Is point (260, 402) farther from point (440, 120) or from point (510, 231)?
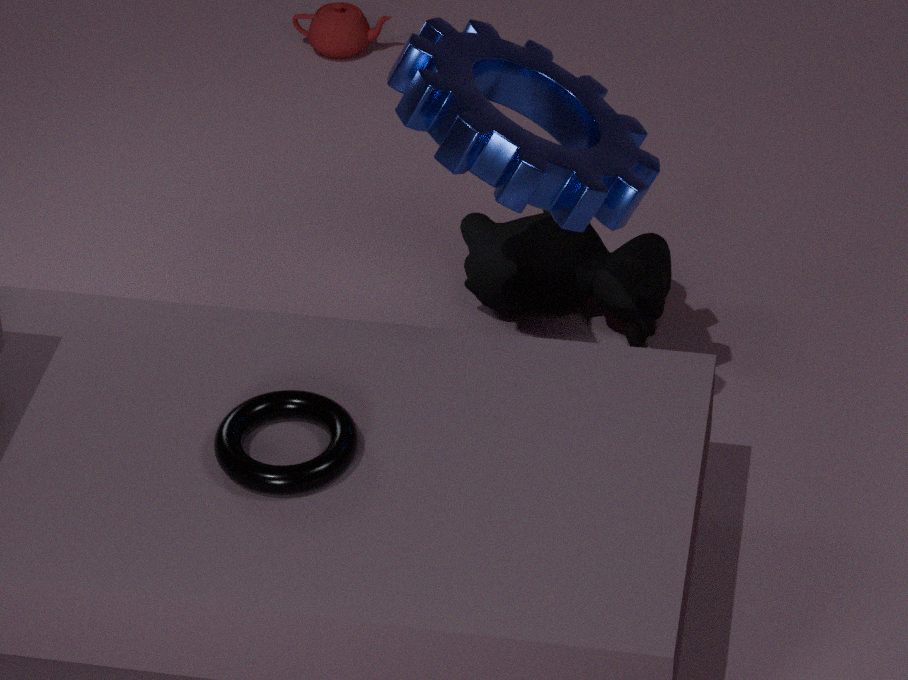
point (510, 231)
